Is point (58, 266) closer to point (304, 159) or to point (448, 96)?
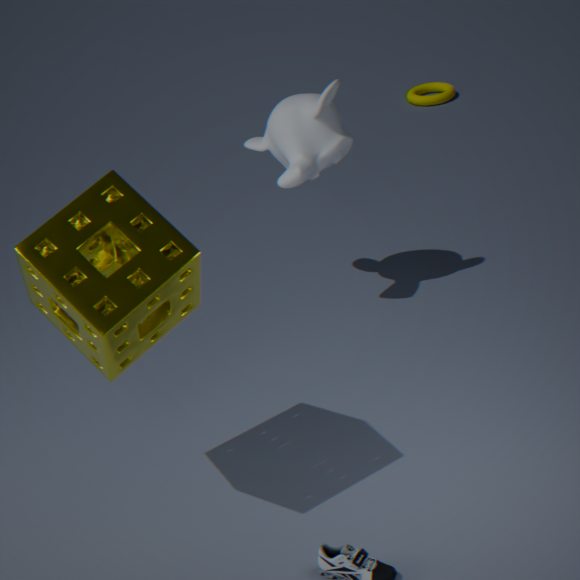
point (304, 159)
